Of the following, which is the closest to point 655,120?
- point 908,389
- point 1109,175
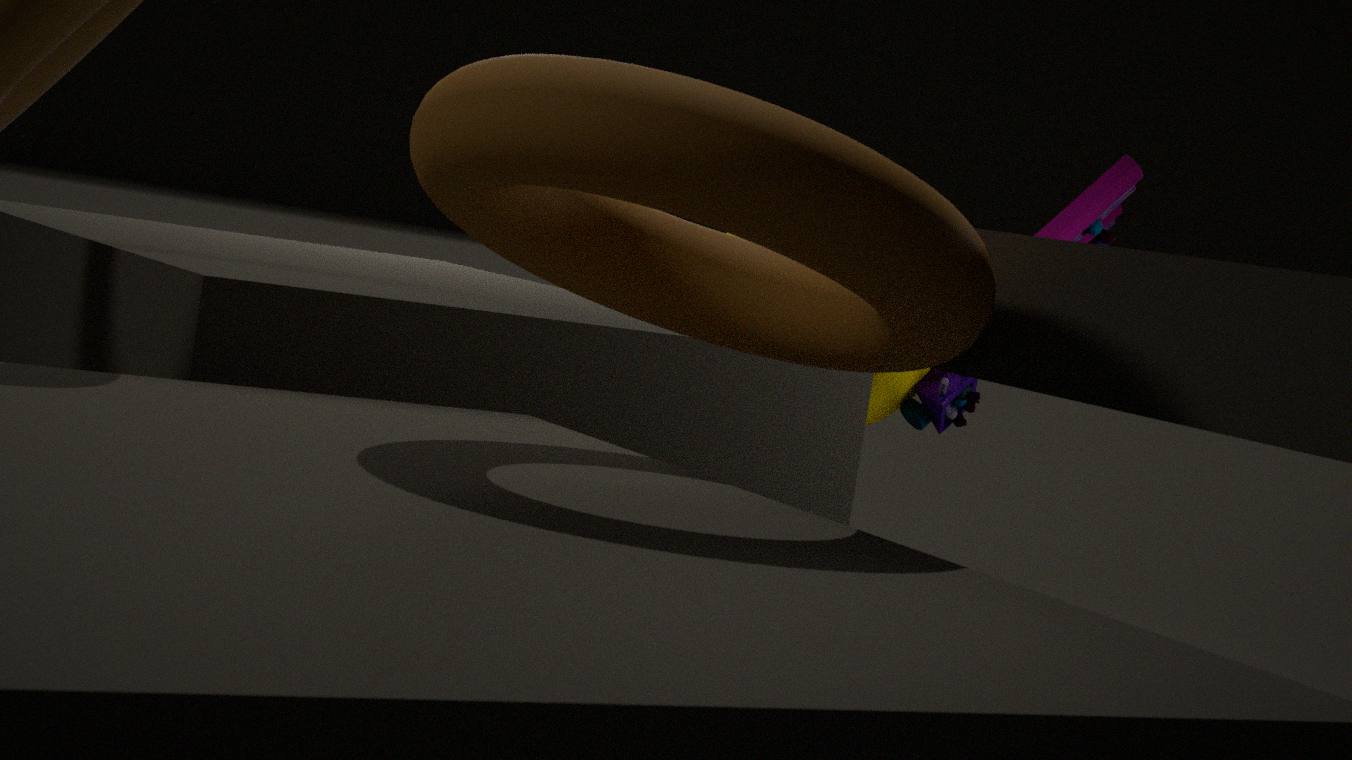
point 1109,175
